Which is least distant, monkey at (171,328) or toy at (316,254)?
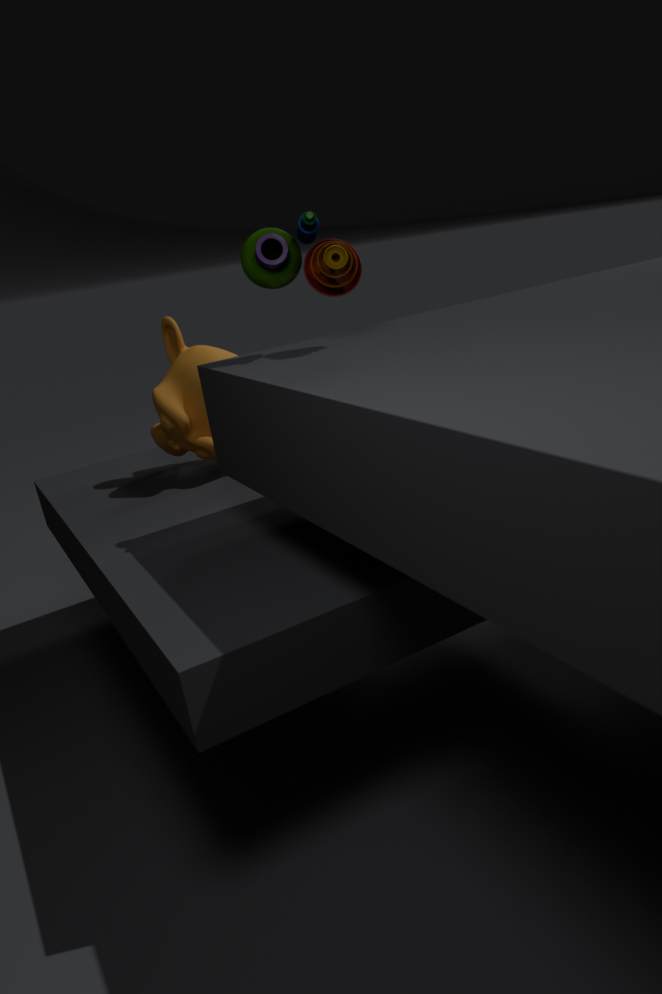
toy at (316,254)
